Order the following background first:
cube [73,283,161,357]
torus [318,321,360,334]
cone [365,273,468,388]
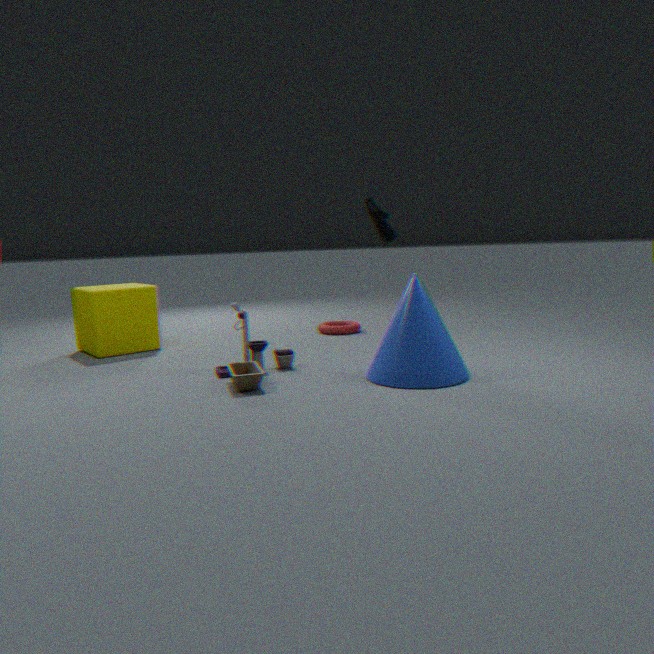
torus [318,321,360,334] → cube [73,283,161,357] → cone [365,273,468,388]
